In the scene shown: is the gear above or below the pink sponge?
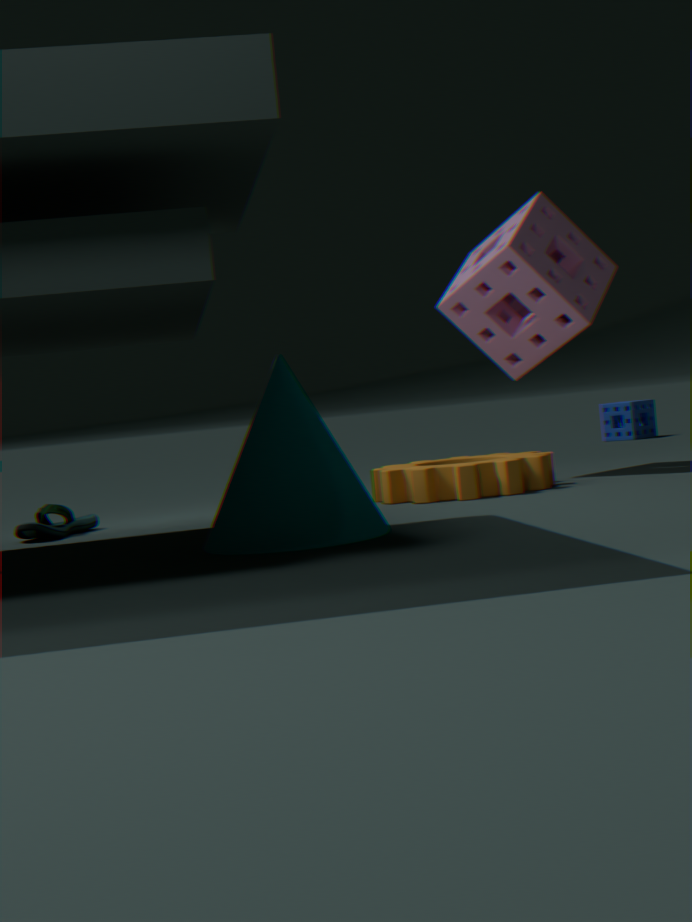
below
